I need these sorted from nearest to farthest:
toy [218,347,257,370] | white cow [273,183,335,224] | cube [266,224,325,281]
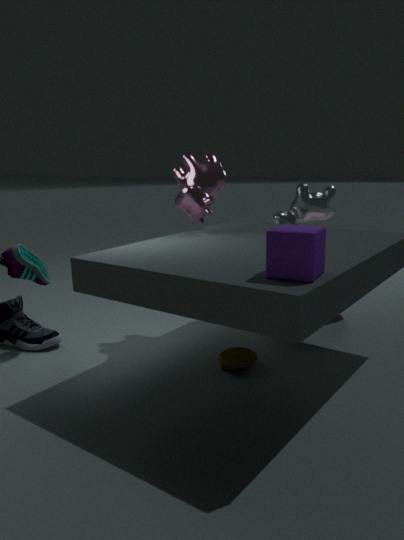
cube [266,224,325,281], toy [218,347,257,370], white cow [273,183,335,224]
